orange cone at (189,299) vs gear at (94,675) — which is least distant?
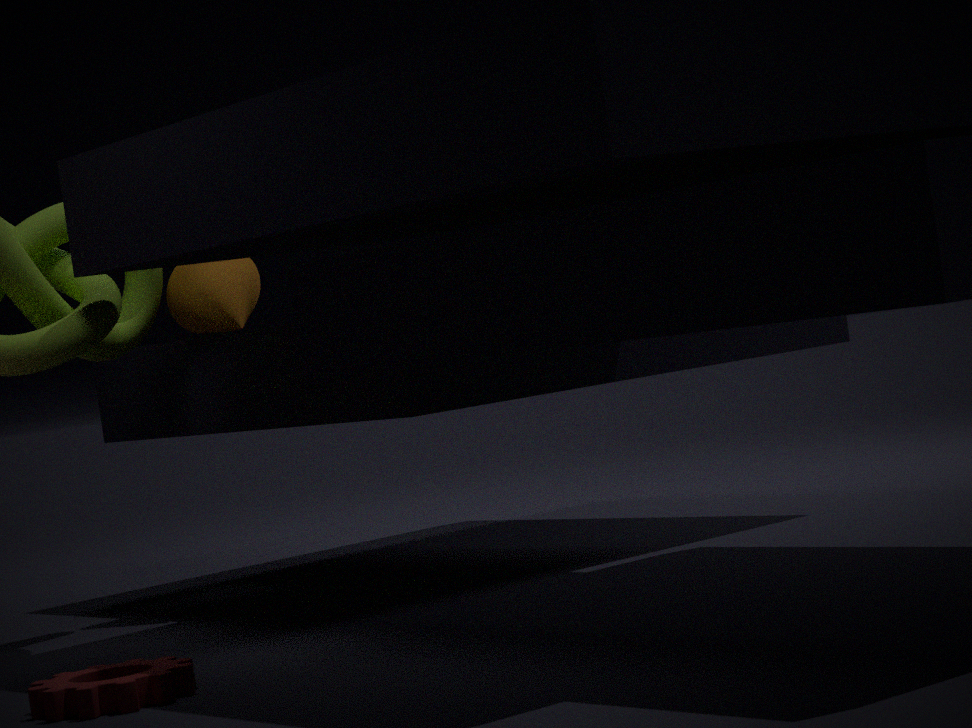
gear at (94,675)
